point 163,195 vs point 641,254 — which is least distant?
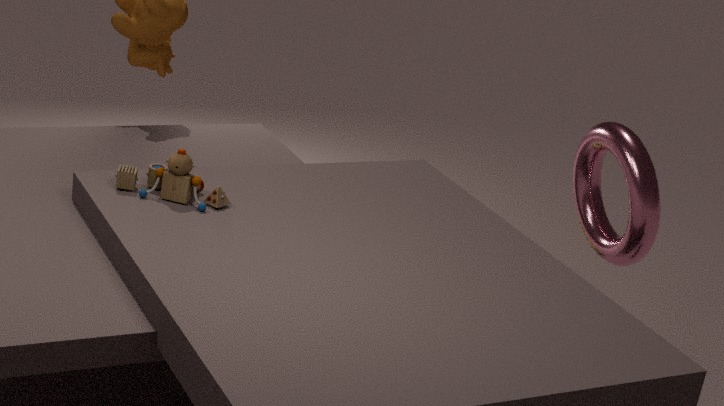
point 163,195
